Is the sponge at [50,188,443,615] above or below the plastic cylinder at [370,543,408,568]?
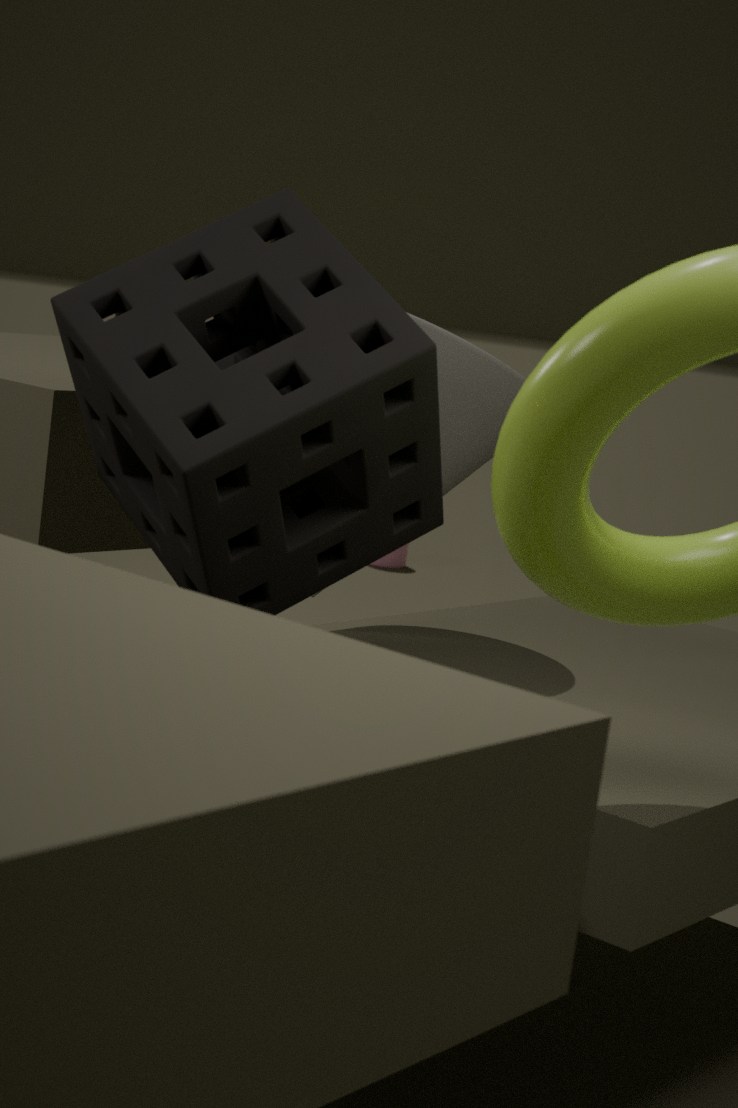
above
